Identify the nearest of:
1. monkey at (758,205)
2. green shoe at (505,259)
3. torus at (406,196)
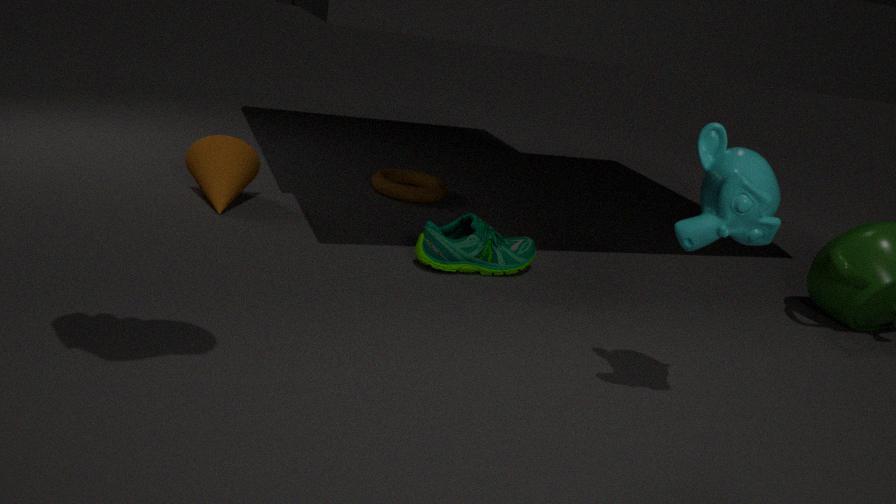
monkey at (758,205)
